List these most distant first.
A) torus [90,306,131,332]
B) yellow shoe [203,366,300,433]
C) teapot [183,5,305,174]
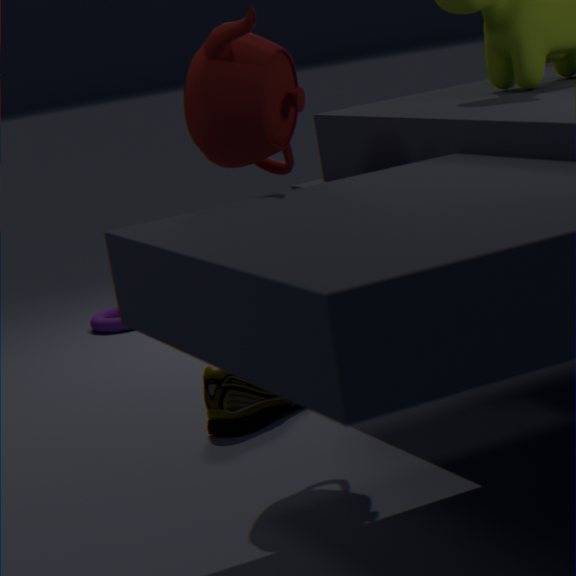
torus [90,306,131,332] < yellow shoe [203,366,300,433] < teapot [183,5,305,174]
